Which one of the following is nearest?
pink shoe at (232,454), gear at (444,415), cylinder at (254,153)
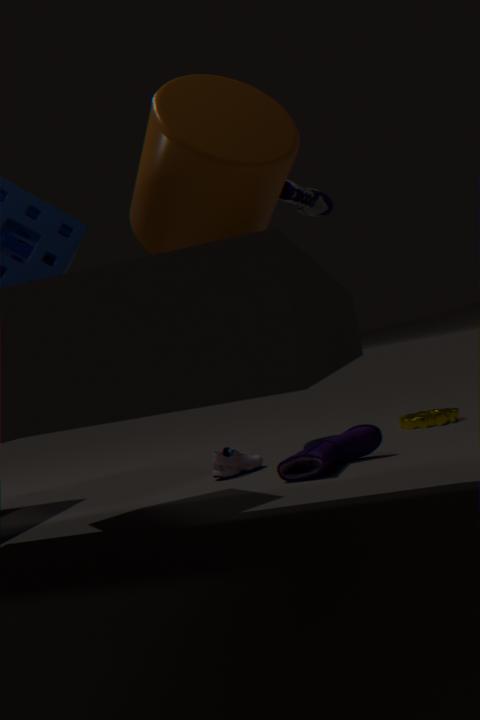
cylinder at (254,153)
